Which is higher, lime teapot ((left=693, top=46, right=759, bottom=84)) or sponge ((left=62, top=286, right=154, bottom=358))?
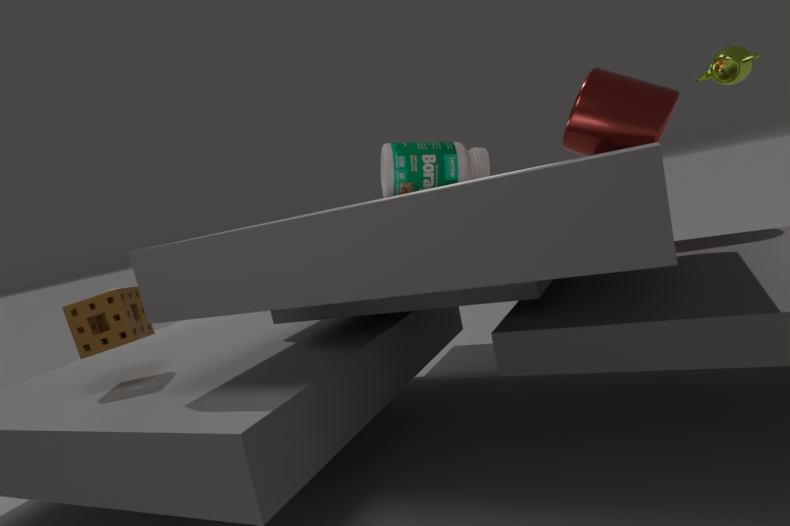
lime teapot ((left=693, top=46, right=759, bottom=84))
